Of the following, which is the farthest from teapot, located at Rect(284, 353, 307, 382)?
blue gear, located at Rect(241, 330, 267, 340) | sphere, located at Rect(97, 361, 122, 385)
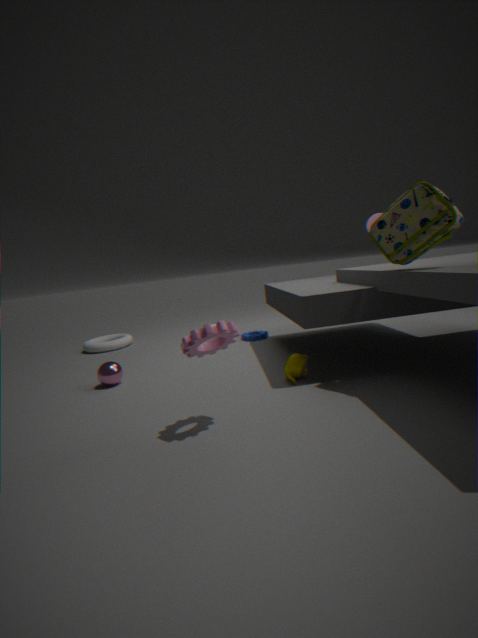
sphere, located at Rect(97, 361, 122, 385)
